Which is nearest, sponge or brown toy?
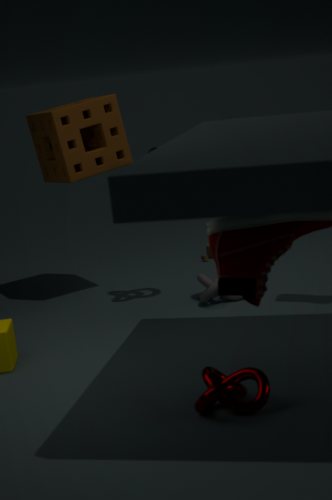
sponge
